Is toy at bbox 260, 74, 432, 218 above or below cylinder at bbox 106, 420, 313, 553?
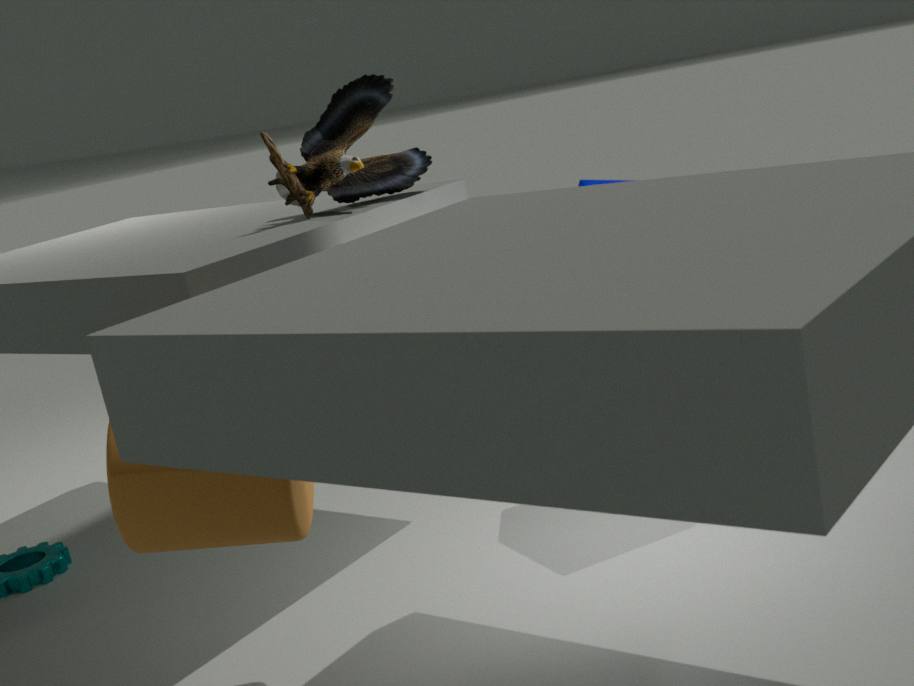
above
